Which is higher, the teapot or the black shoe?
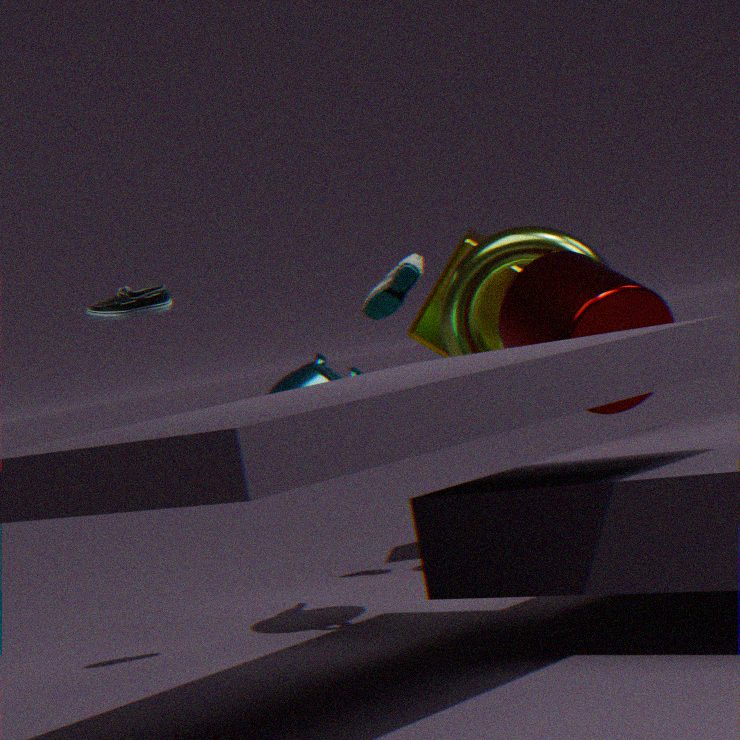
the black shoe
